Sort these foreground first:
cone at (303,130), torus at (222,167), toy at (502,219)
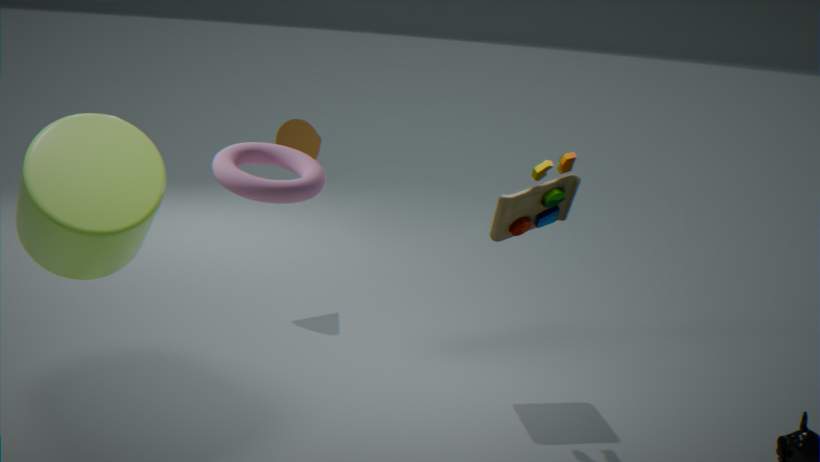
1. torus at (222,167)
2. toy at (502,219)
3. cone at (303,130)
